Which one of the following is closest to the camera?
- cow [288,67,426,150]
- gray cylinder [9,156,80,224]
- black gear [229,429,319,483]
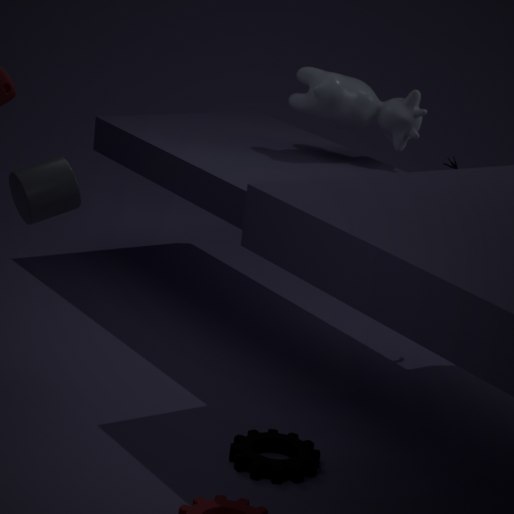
black gear [229,429,319,483]
